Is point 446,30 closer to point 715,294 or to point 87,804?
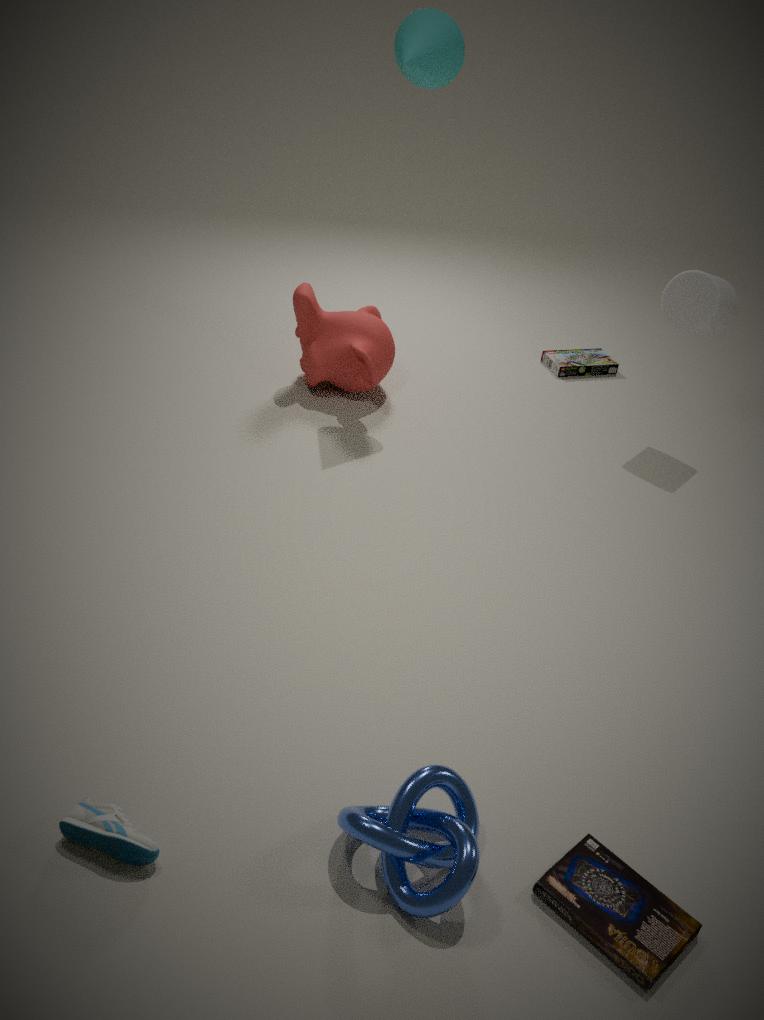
point 715,294
